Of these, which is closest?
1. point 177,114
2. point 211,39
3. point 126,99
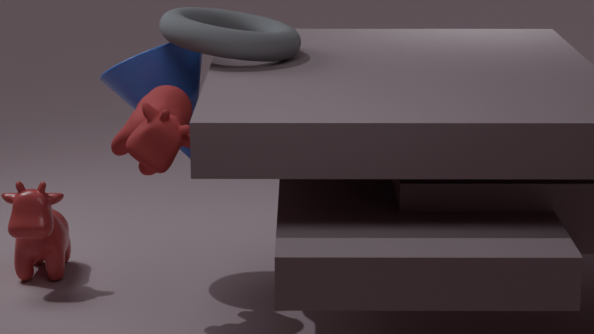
point 177,114
